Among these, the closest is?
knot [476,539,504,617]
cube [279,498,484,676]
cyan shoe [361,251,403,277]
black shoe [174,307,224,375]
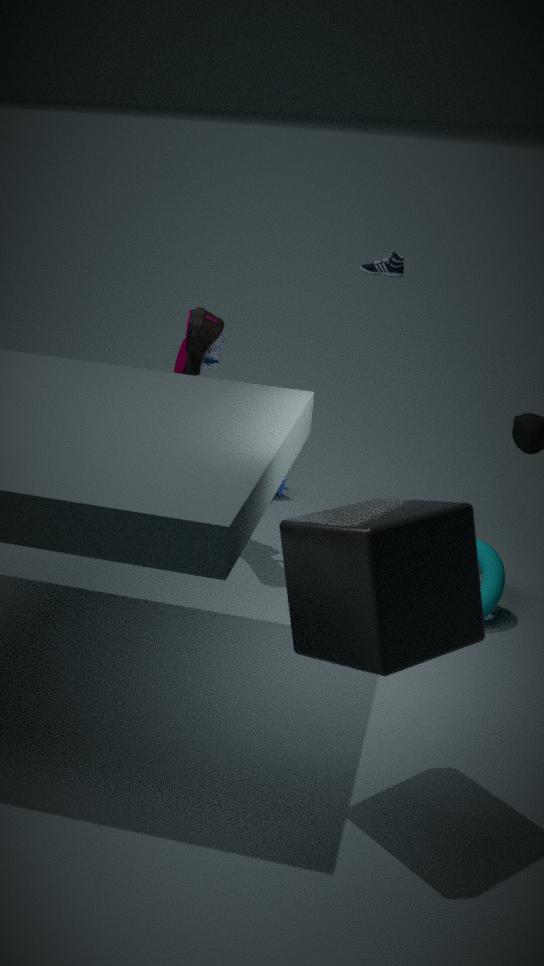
cube [279,498,484,676]
